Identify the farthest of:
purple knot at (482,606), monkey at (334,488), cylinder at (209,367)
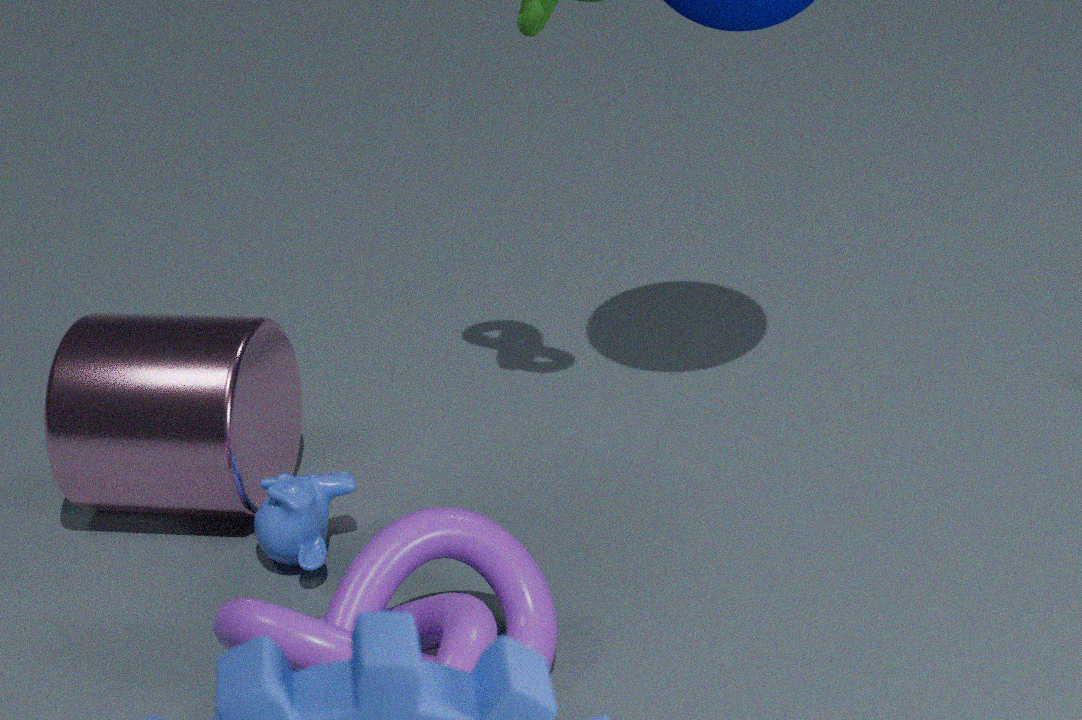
cylinder at (209,367)
